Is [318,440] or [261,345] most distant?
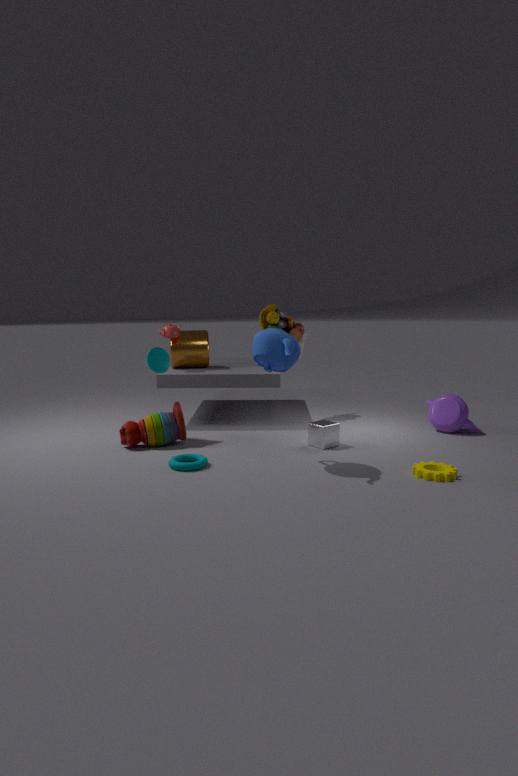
[318,440]
